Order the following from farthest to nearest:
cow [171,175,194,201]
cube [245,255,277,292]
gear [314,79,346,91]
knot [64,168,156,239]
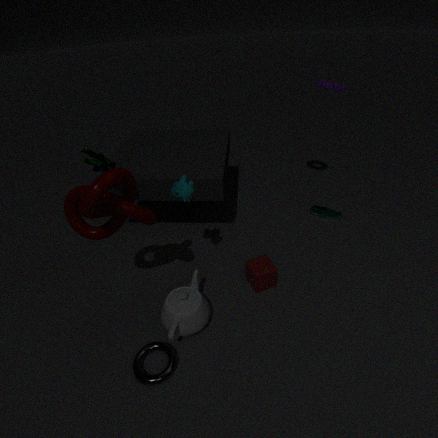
gear [314,79,346,91], cube [245,255,277,292], cow [171,175,194,201], knot [64,168,156,239]
